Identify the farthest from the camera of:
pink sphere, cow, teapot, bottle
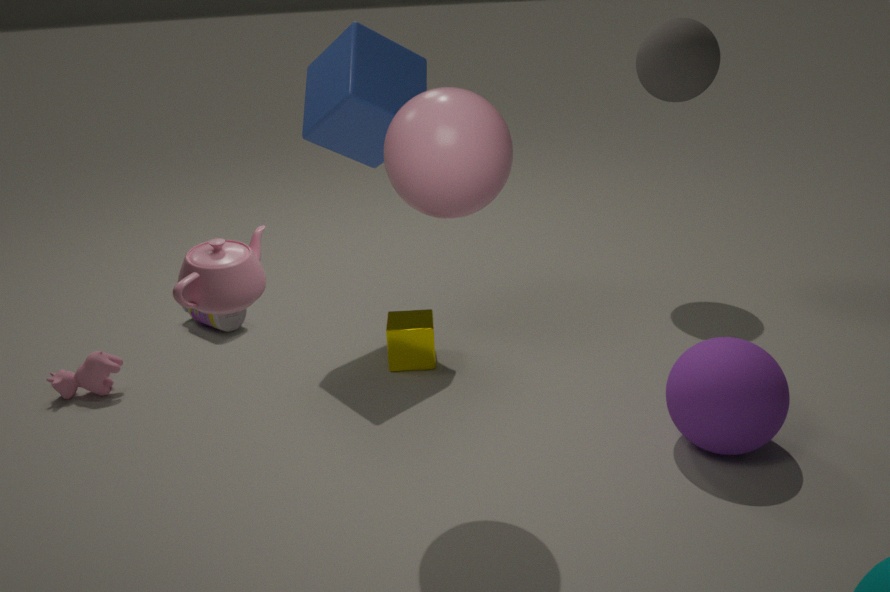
bottle
